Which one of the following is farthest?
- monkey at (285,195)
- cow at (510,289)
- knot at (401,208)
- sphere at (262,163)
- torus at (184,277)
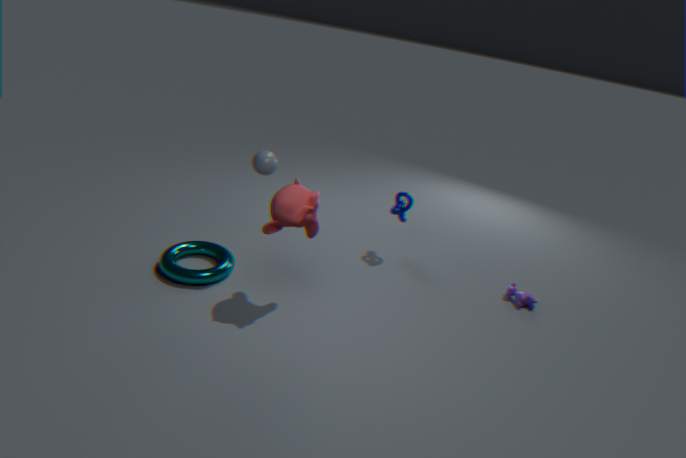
knot at (401,208)
